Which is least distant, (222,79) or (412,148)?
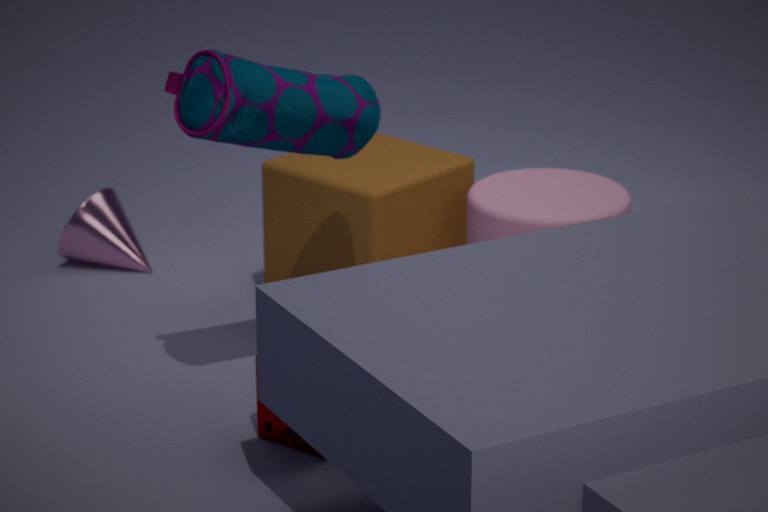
(222,79)
